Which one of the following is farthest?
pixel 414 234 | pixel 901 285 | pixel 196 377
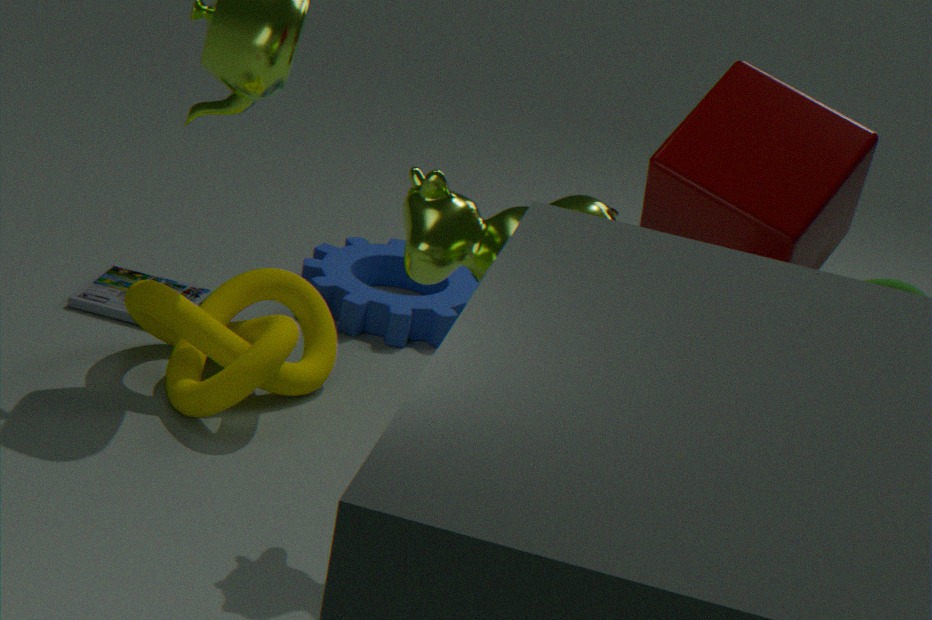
pixel 901 285
